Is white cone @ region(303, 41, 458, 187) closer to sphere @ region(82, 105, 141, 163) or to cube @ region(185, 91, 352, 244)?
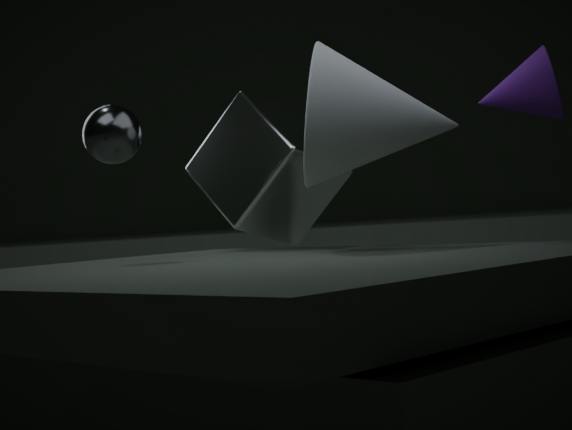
cube @ region(185, 91, 352, 244)
